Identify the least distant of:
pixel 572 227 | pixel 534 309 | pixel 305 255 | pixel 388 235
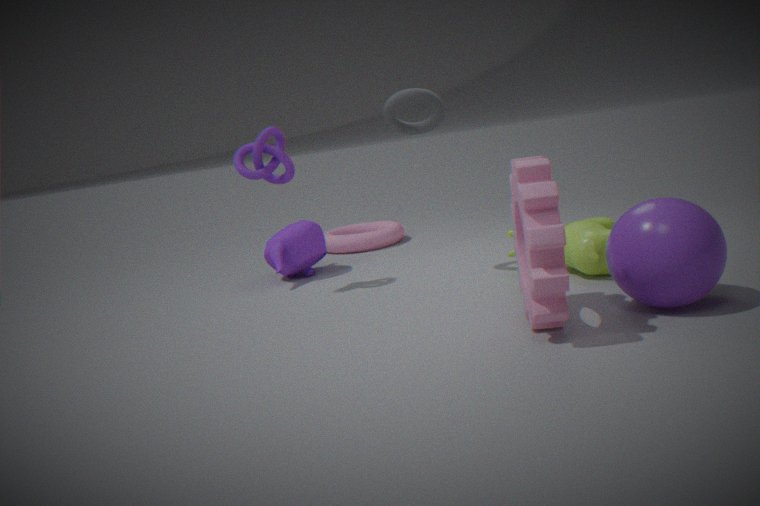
pixel 534 309
